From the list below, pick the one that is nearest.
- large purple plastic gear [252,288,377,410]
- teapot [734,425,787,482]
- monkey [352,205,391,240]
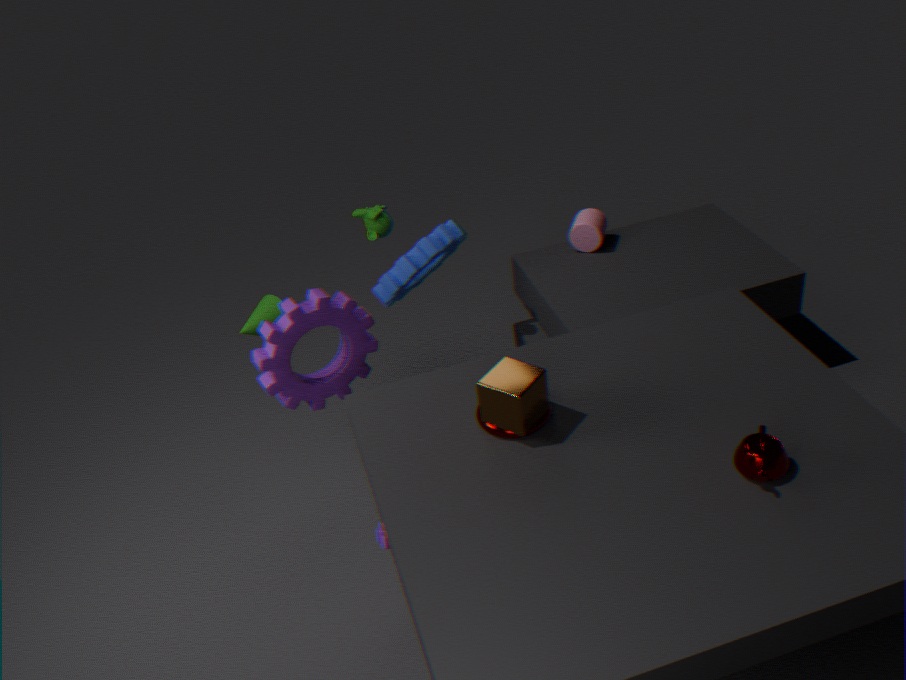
teapot [734,425,787,482]
